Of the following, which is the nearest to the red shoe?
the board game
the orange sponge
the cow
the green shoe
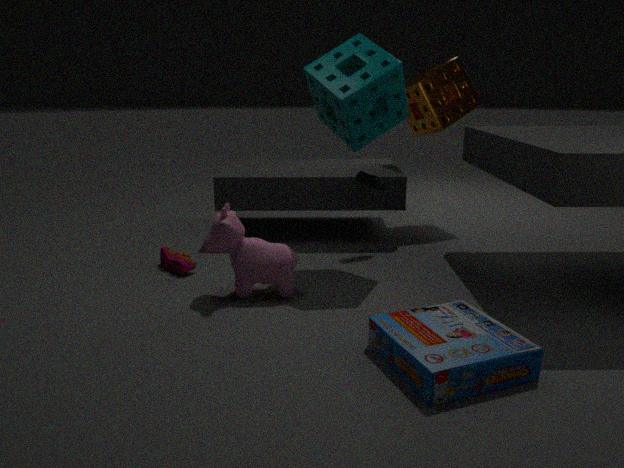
the cow
